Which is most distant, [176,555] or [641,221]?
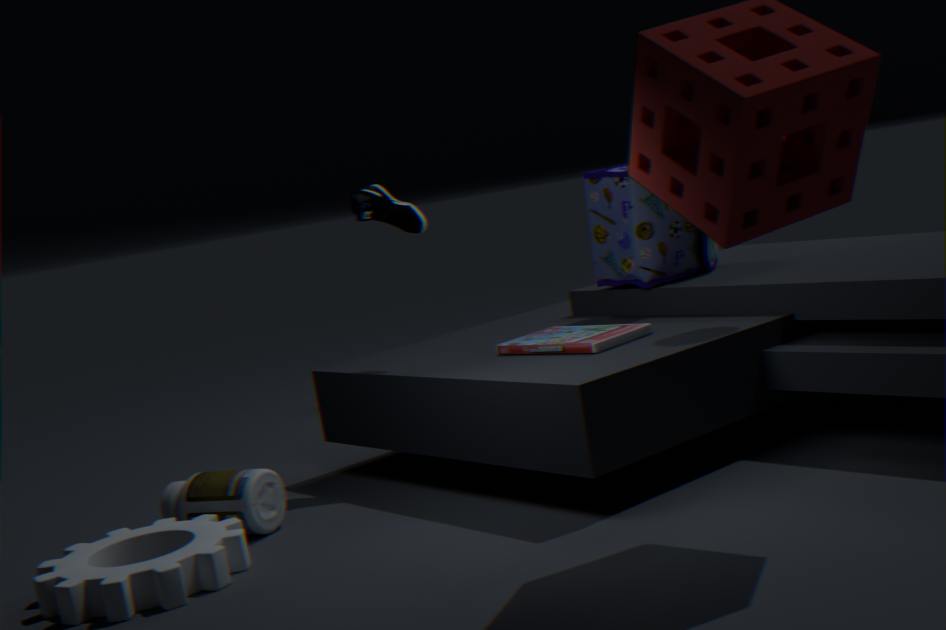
[641,221]
